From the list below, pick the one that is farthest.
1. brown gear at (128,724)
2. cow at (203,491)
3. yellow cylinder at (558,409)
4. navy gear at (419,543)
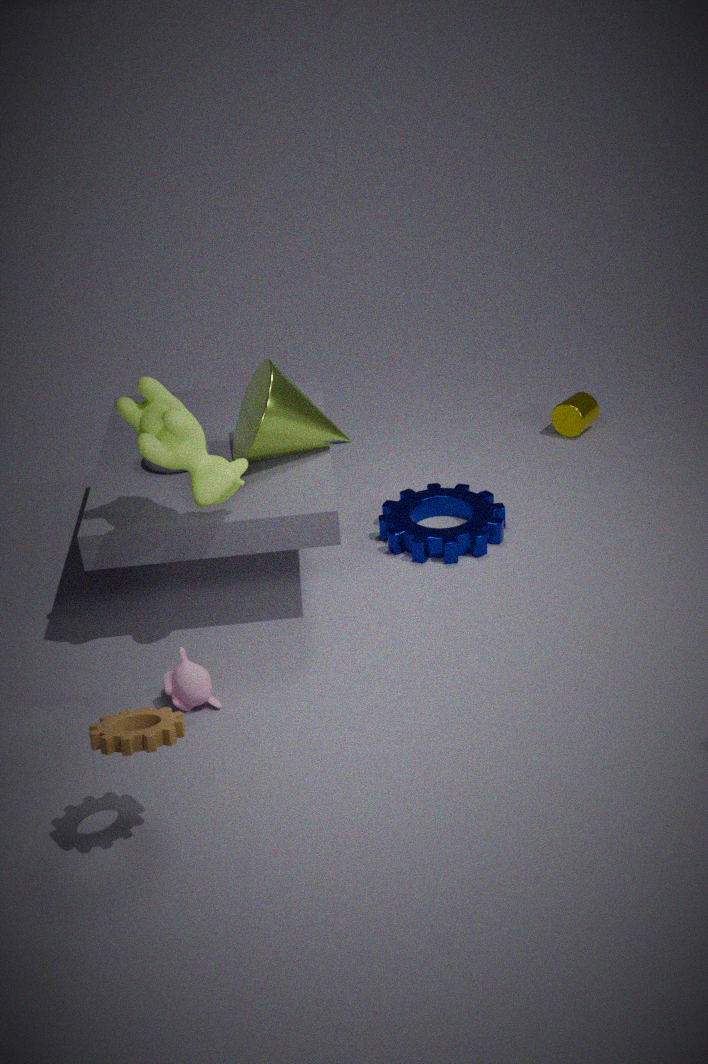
yellow cylinder at (558,409)
